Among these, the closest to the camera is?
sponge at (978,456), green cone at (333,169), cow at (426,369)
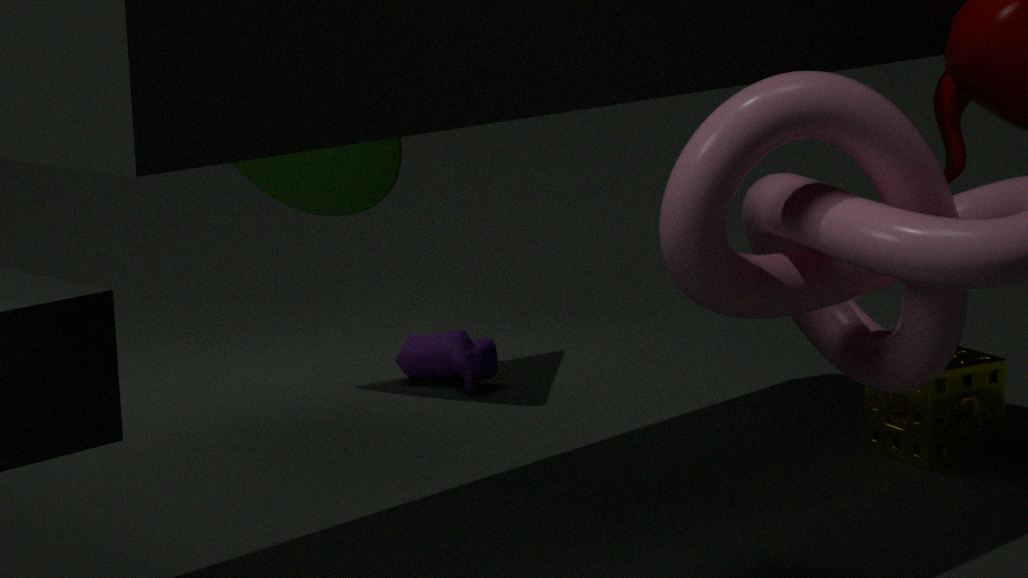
sponge at (978,456)
